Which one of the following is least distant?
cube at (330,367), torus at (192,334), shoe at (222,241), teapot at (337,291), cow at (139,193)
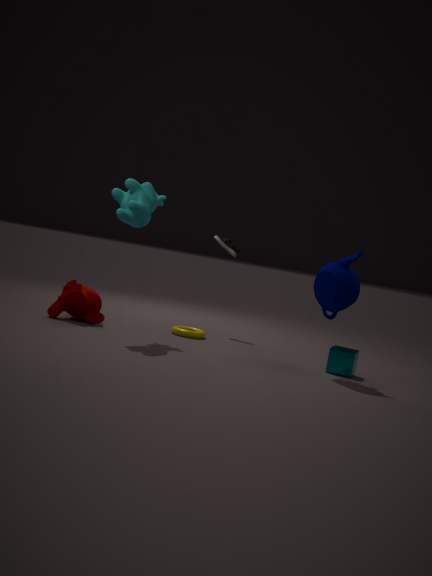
teapot at (337,291)
